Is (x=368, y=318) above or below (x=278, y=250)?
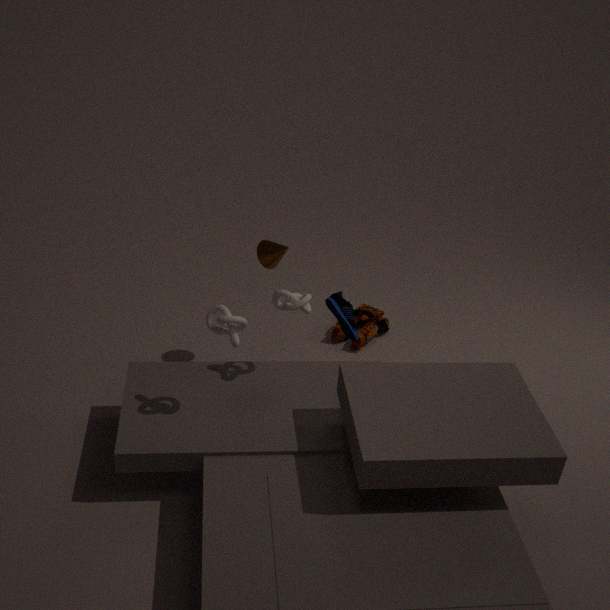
below
